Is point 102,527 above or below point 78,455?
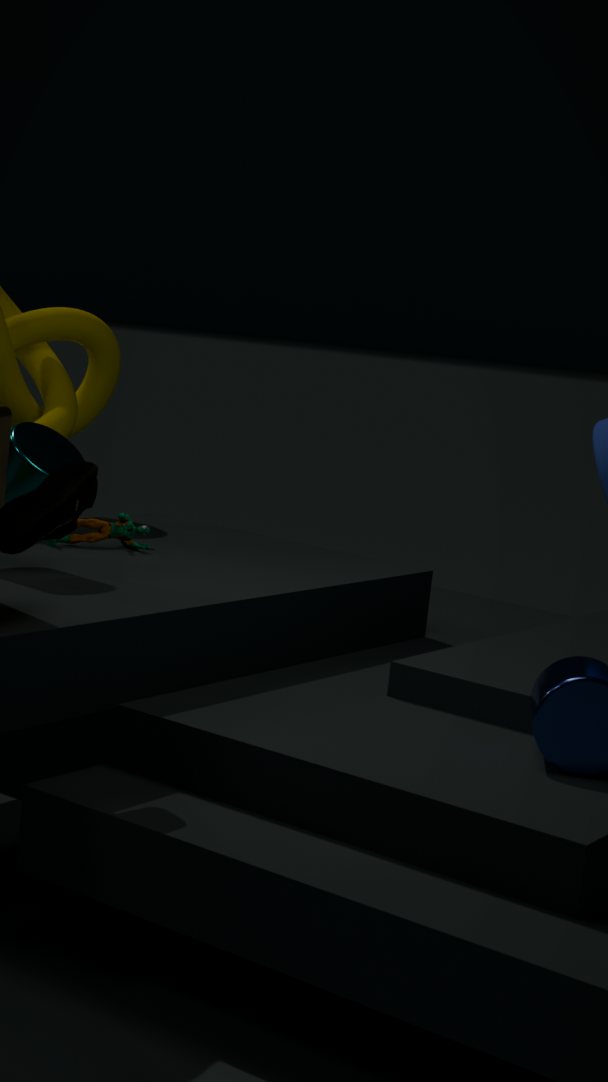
below
